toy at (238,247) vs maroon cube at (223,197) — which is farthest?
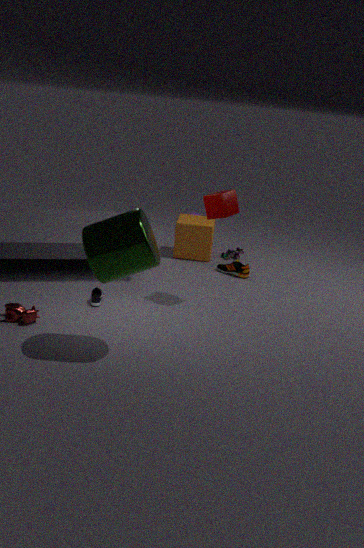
toy at (238,247)
